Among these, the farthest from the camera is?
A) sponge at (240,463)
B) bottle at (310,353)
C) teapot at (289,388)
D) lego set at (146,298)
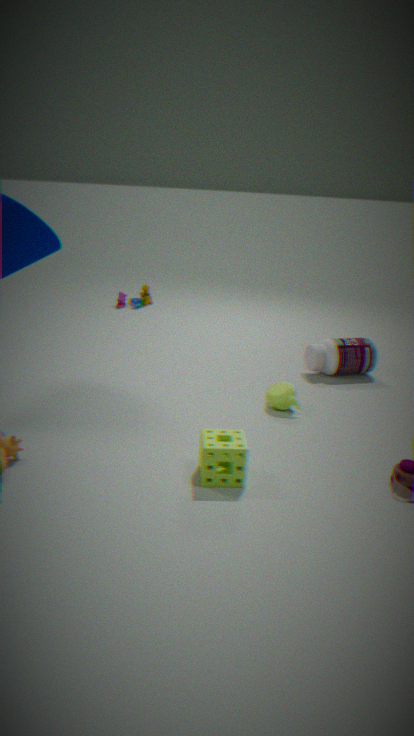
lego set at (146,298)
